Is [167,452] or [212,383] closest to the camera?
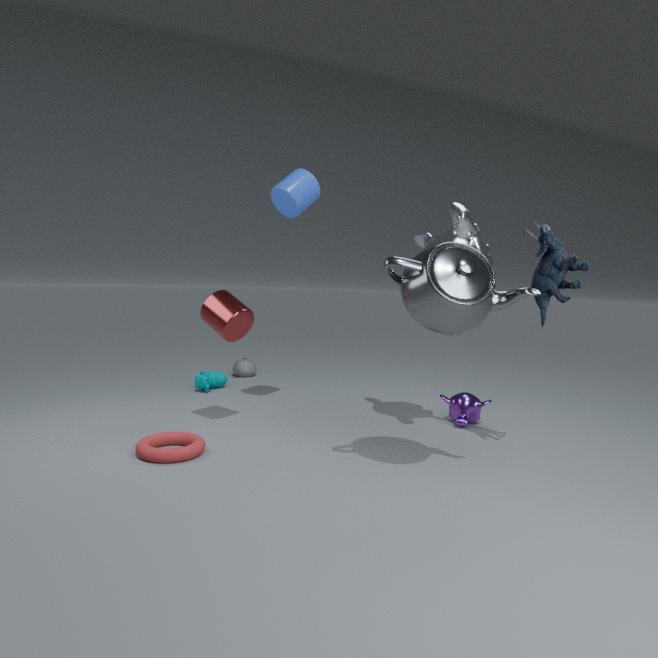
[167,452]
